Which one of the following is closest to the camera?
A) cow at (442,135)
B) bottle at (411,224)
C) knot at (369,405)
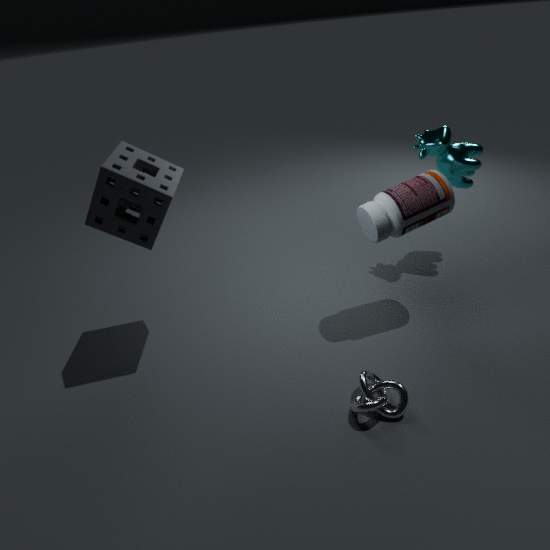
knot at (369,405)
